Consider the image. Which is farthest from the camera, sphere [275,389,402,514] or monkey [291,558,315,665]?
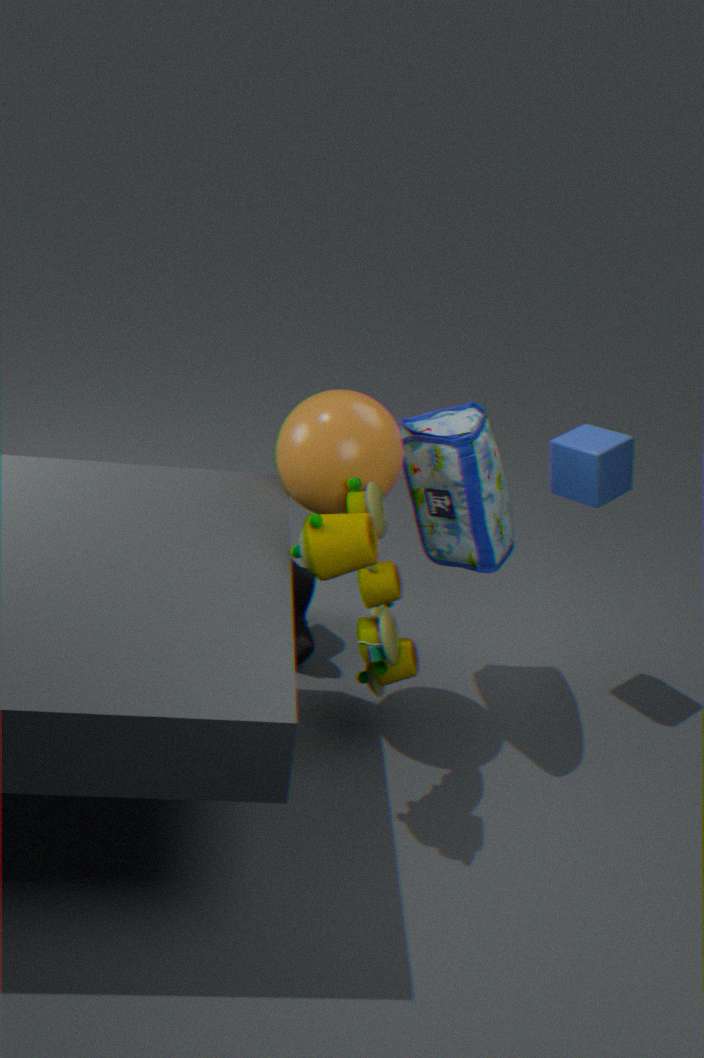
monkey [291,558,315,665]
